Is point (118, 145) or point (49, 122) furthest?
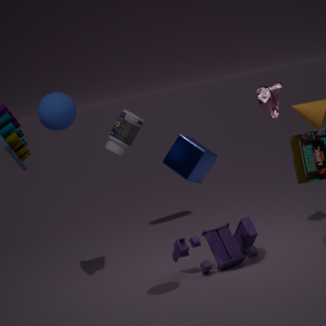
point (118, 145)
